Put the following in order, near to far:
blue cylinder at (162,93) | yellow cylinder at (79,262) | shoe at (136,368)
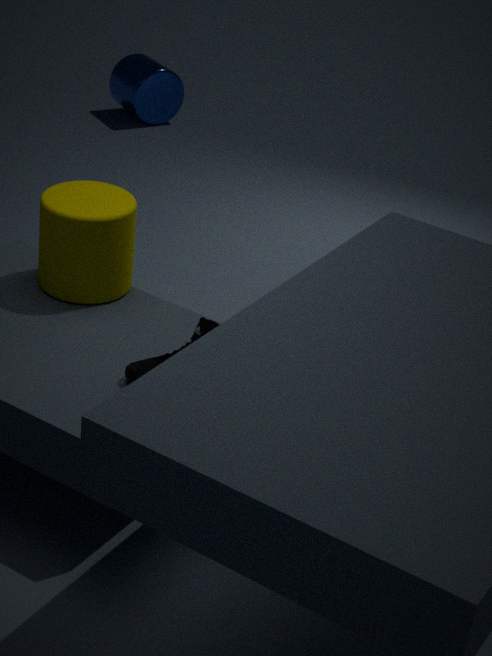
shoe at (136,368)
yellow cylinder at (79,262)
blue cylinder at (162,93)
